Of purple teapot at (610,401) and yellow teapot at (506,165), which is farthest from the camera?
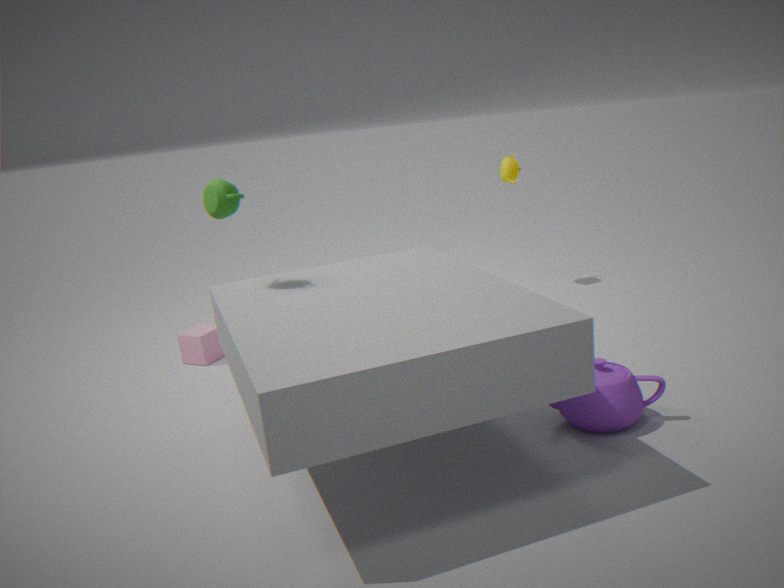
yellow teapot at (506,165)
